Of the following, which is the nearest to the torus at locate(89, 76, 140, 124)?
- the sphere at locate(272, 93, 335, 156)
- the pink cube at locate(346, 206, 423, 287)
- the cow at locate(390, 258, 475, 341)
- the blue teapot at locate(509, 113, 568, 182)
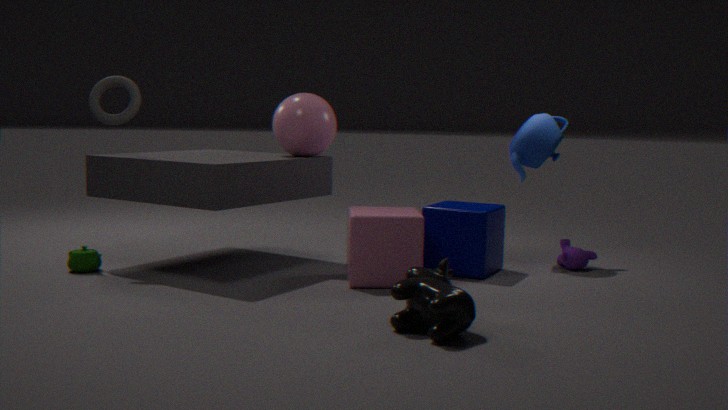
the sphere at locate(272, 93, 335, 156)
